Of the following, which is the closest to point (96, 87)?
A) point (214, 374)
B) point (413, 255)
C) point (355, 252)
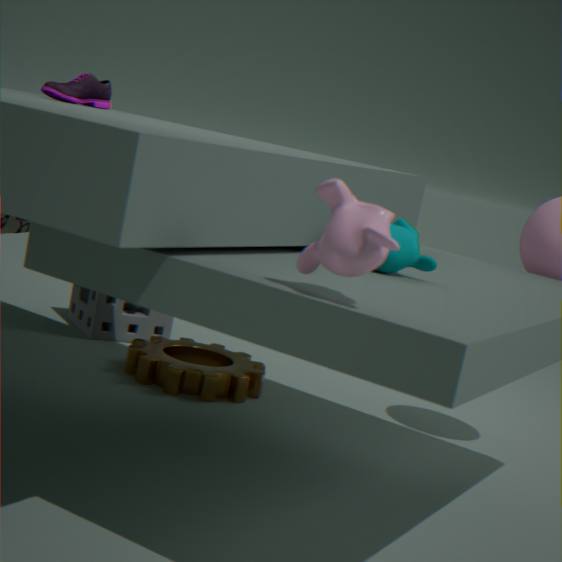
point (214, 374)
